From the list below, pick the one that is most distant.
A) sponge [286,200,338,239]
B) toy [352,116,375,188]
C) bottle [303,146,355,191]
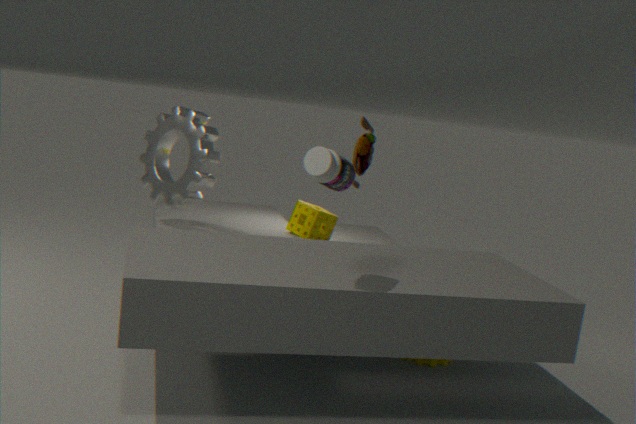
sponge [286,200,338,239]
